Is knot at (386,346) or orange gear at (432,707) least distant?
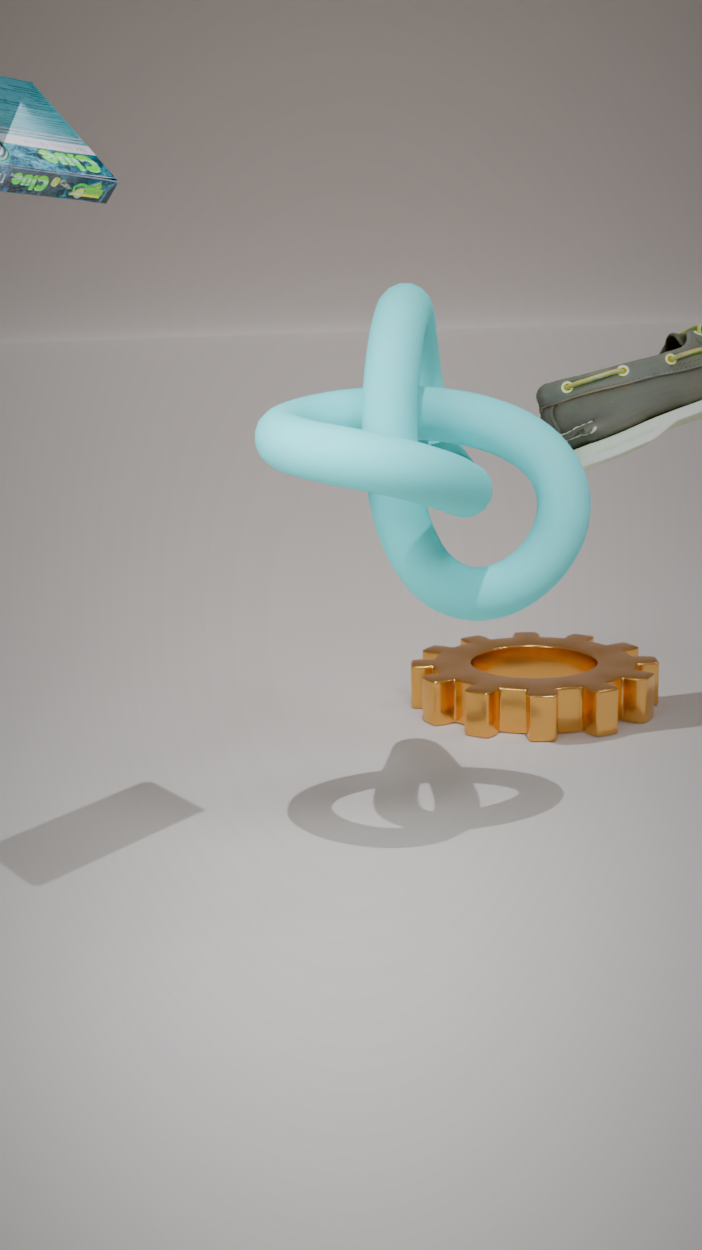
knot at (386,346)
